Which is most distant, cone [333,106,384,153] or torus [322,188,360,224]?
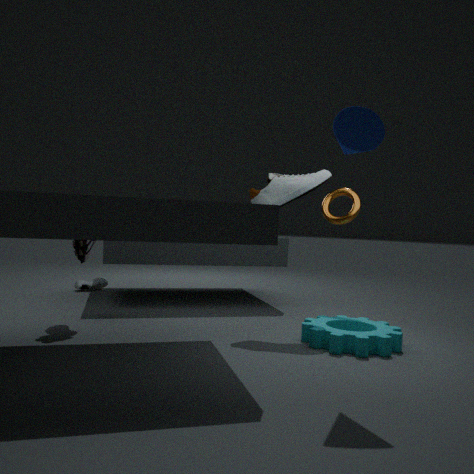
torus [322,188,360,224]
